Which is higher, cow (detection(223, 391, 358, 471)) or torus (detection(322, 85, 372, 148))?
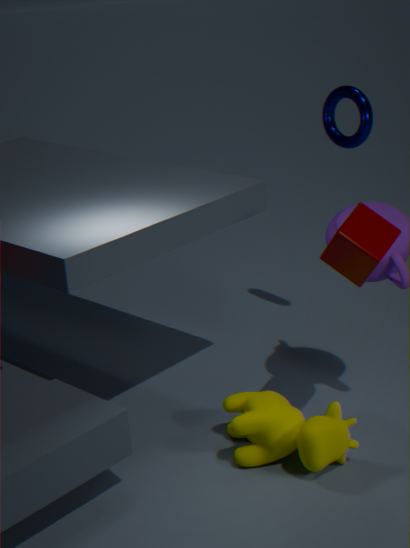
torus (detection(322, 85, 372, 148))
